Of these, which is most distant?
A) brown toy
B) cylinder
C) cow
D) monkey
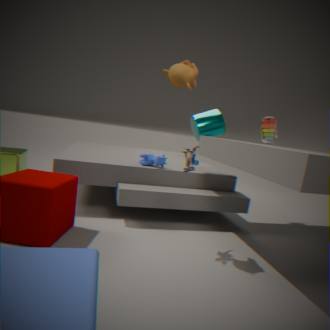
cylinder
